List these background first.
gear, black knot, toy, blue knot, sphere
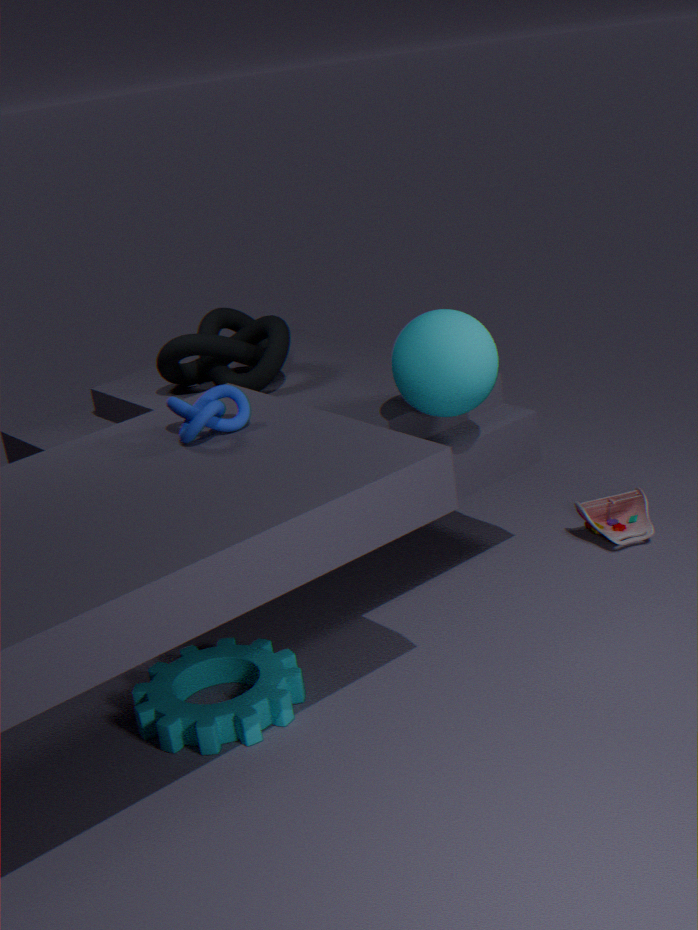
toy
black knot
sphere
blue knot
gear
